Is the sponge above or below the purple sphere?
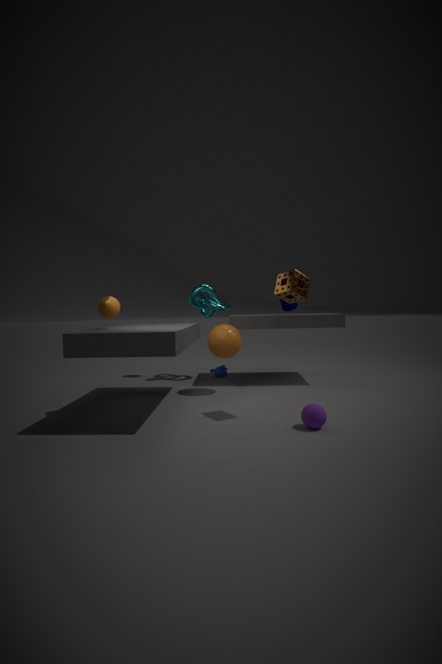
above
